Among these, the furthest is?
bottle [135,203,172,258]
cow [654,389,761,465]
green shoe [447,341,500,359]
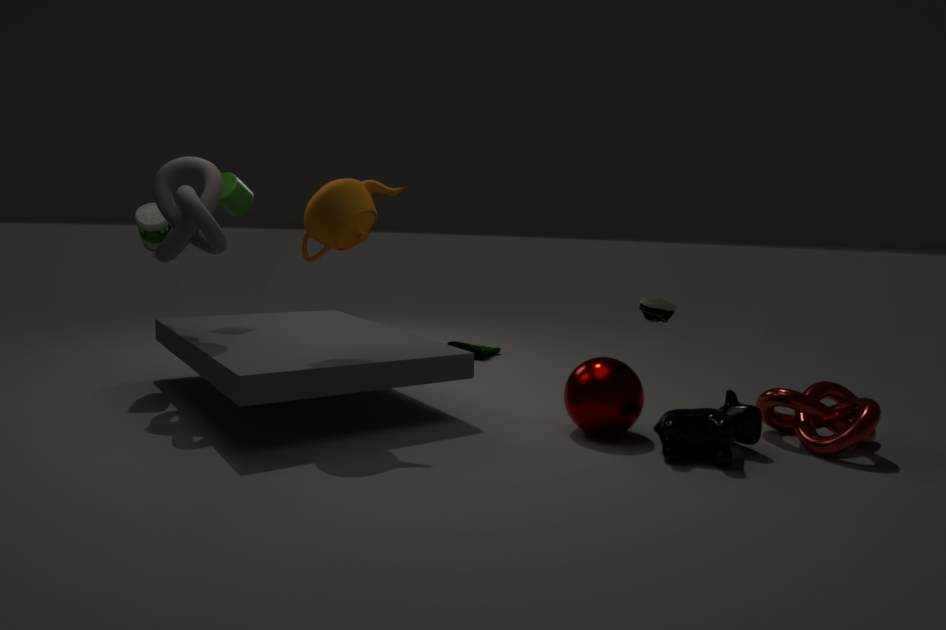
green shoe [447,341,500,359]
